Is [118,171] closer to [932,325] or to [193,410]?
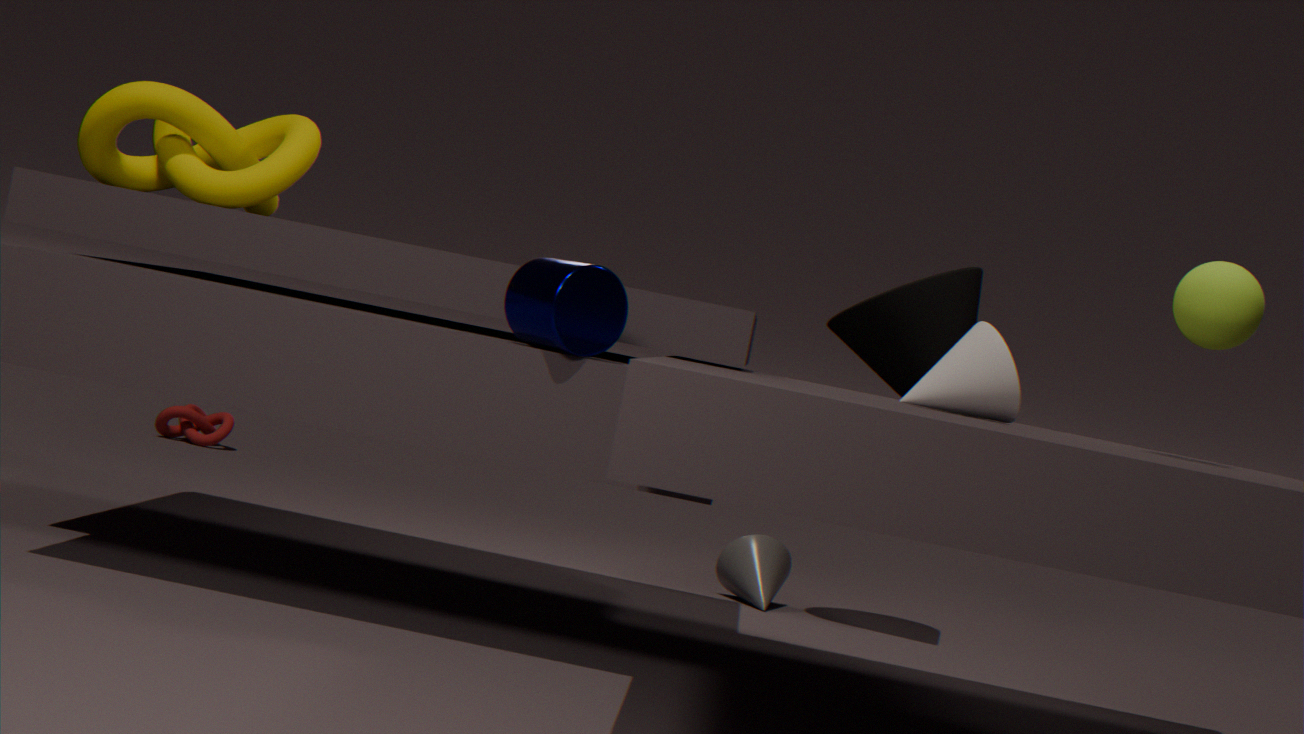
[932,325]
